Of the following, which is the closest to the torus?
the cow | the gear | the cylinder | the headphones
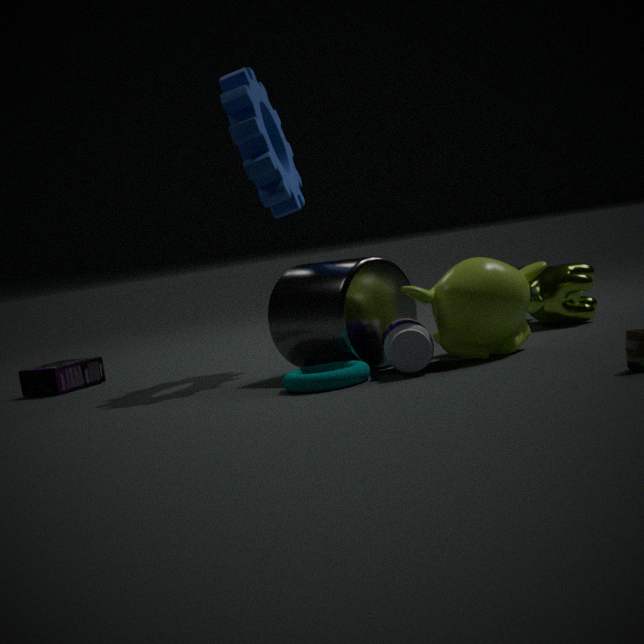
the cylinder
